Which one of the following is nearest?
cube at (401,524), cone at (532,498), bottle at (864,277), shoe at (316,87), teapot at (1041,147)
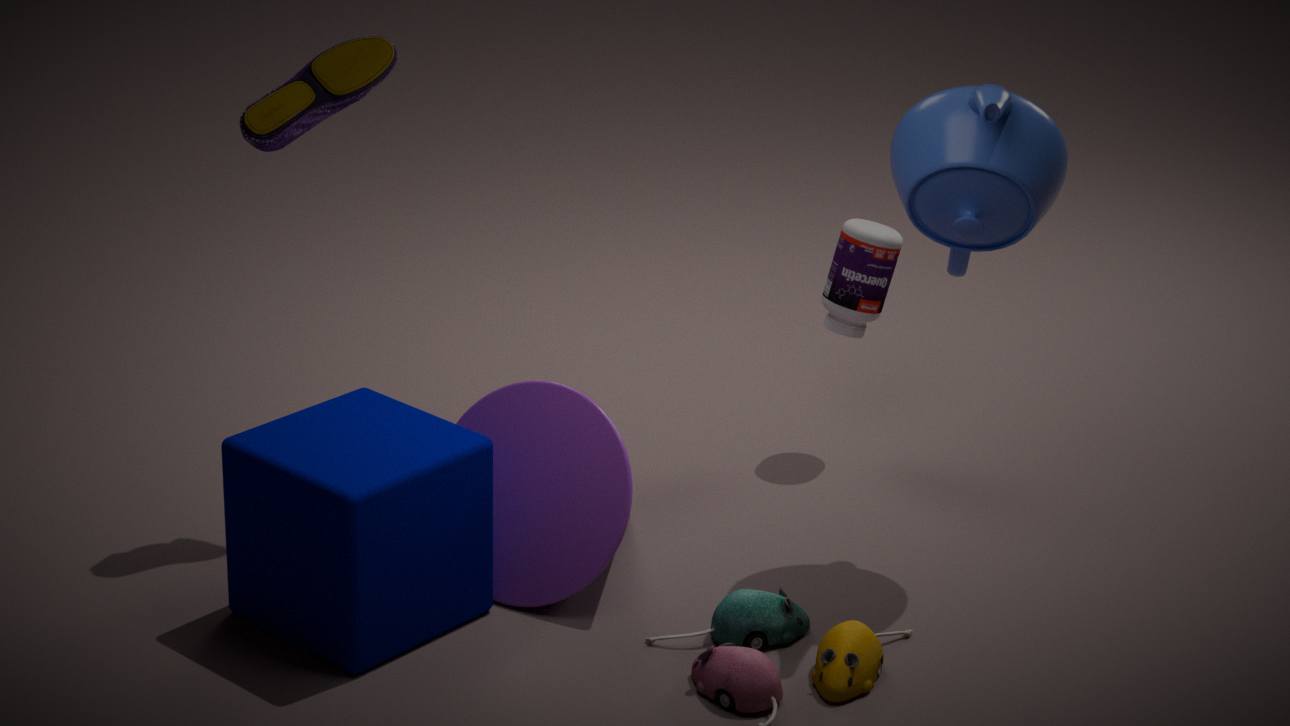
cube at (401,524)
